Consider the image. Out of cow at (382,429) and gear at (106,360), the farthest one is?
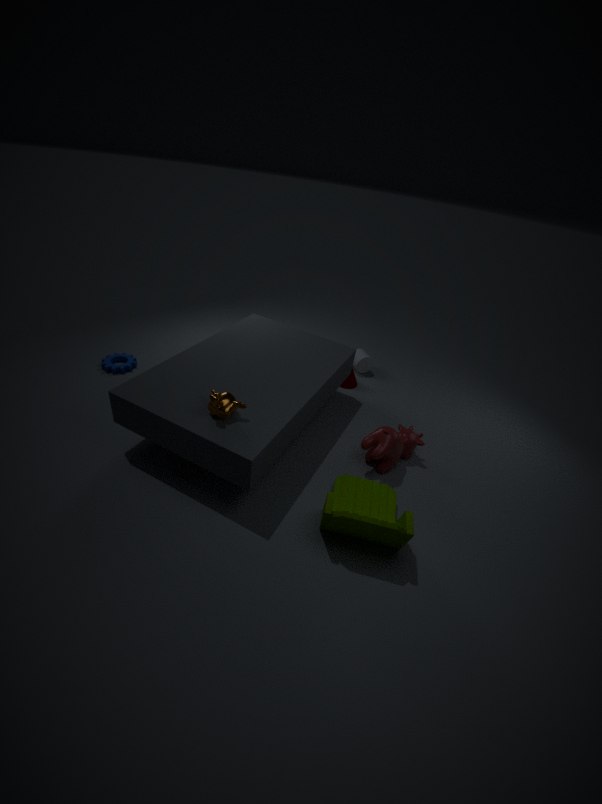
gear at (106,360)
